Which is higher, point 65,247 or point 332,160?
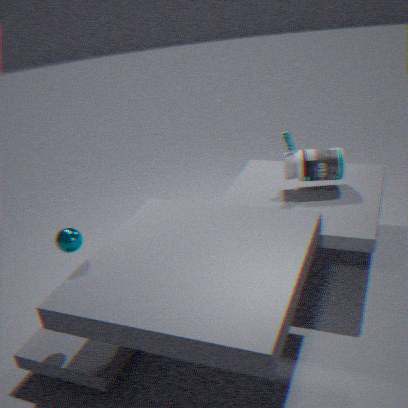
point 65,247
